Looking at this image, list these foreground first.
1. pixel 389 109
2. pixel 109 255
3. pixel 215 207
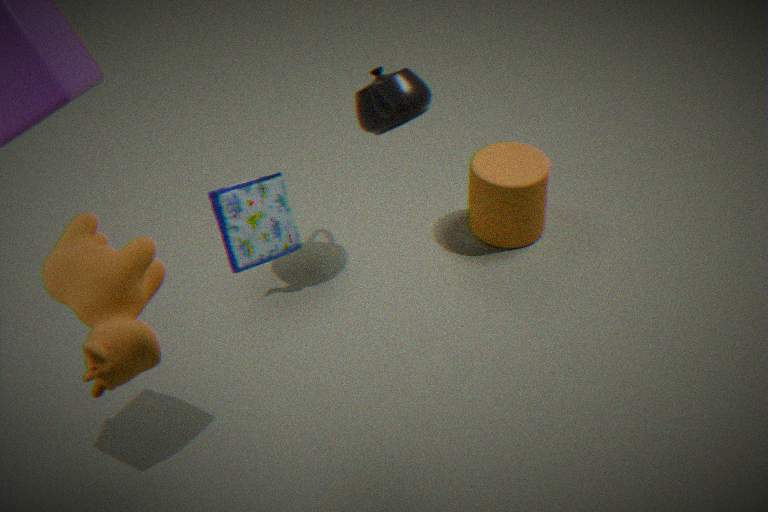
pixel 109 255
pixel 215 207
pixel 389 109
